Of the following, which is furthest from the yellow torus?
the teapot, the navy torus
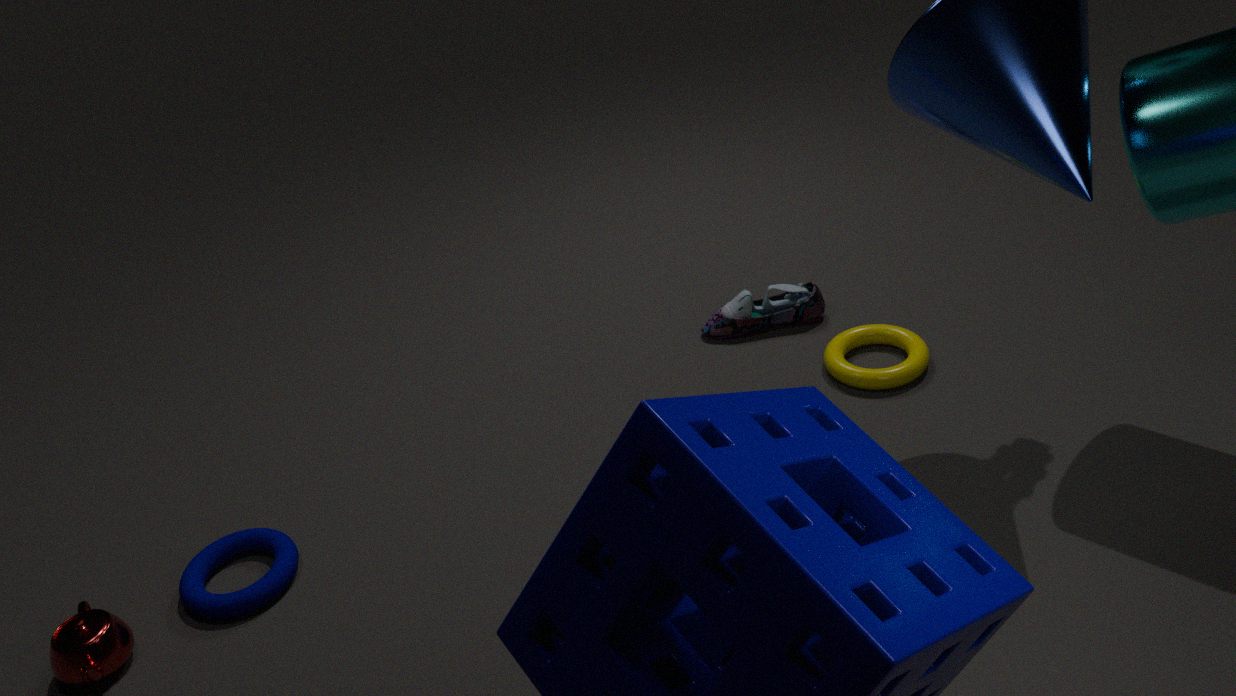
the teapot
